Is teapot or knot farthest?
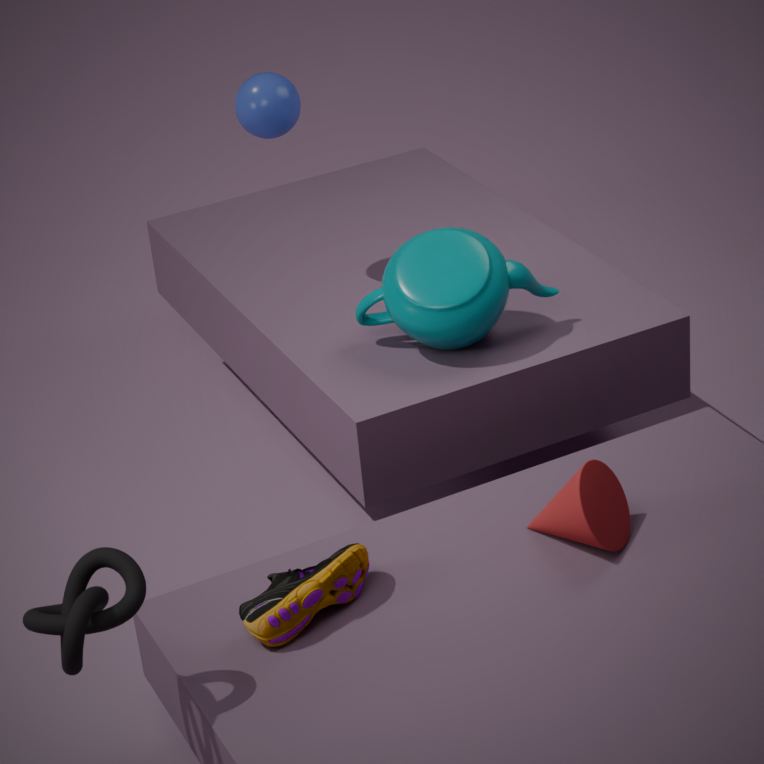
teapot
